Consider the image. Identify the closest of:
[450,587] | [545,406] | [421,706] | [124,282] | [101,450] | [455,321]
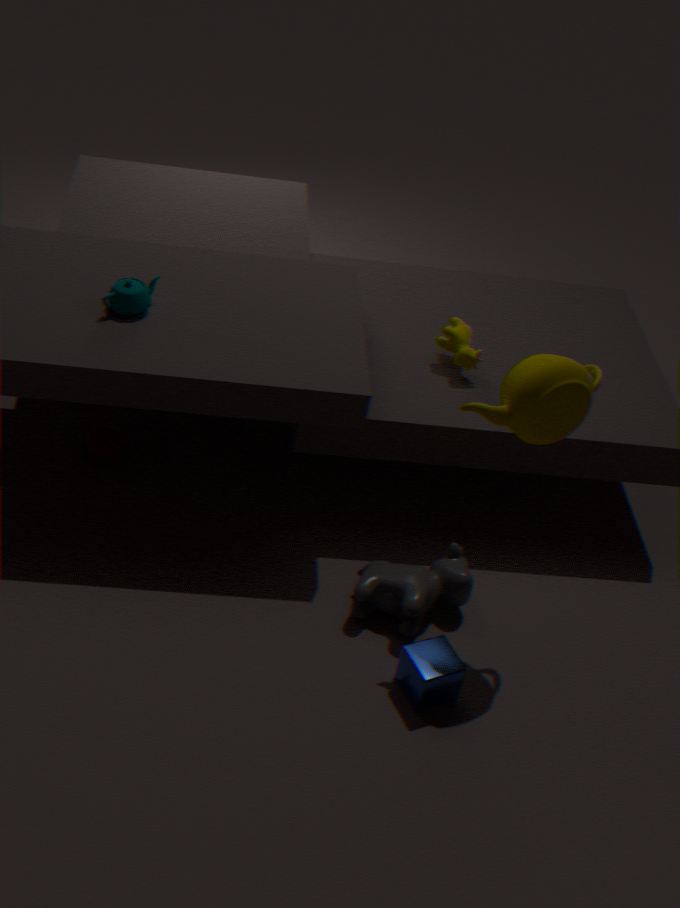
[545,406]
